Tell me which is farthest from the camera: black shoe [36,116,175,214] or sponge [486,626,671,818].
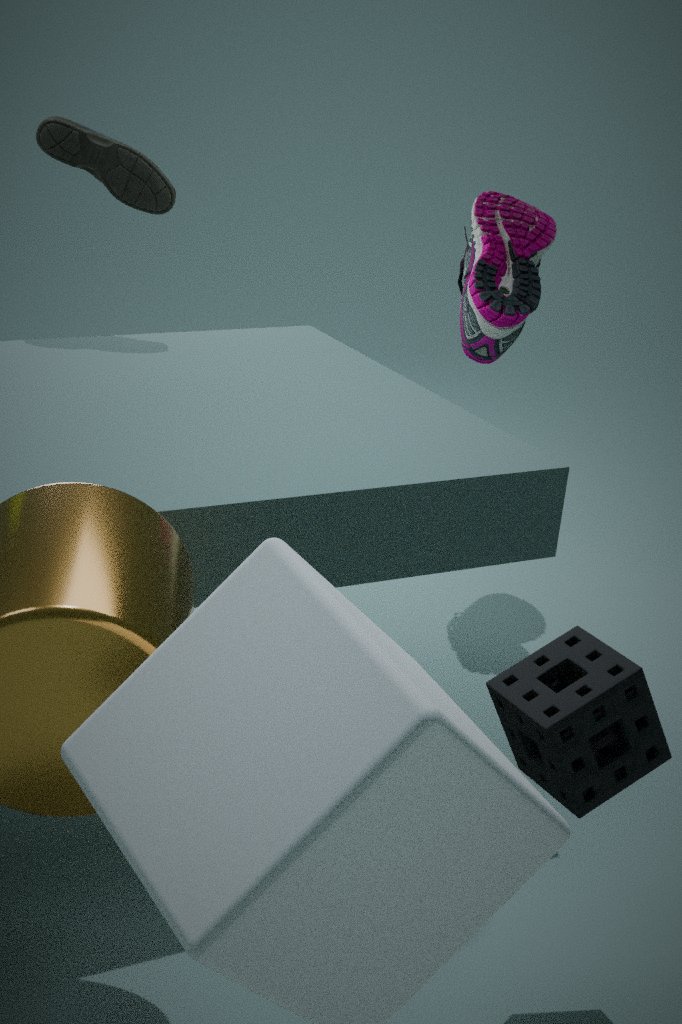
black shoe [36,116,175,214]
